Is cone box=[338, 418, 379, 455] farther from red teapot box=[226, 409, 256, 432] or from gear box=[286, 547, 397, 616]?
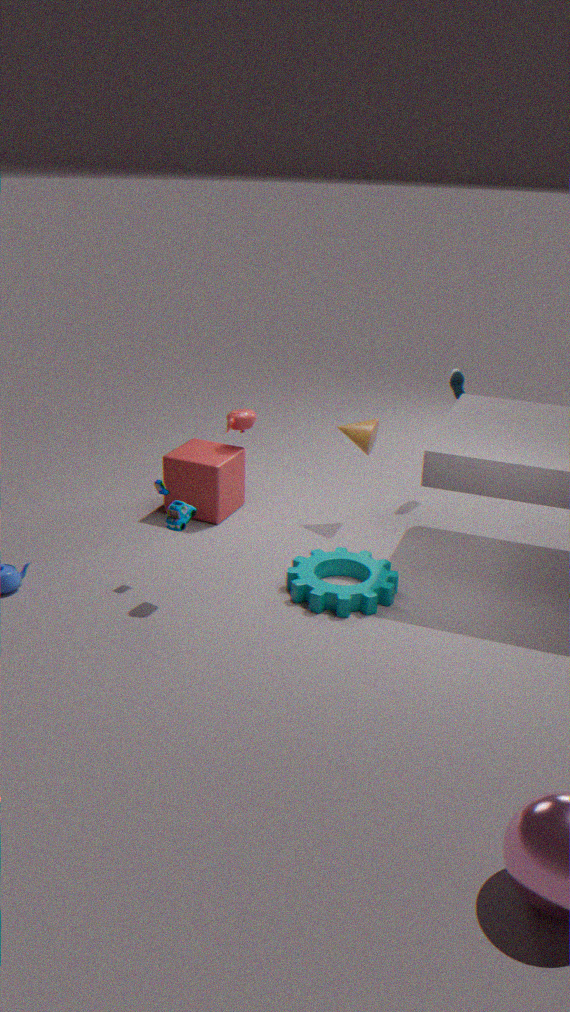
gear box=[286, 547, 397, 616]
